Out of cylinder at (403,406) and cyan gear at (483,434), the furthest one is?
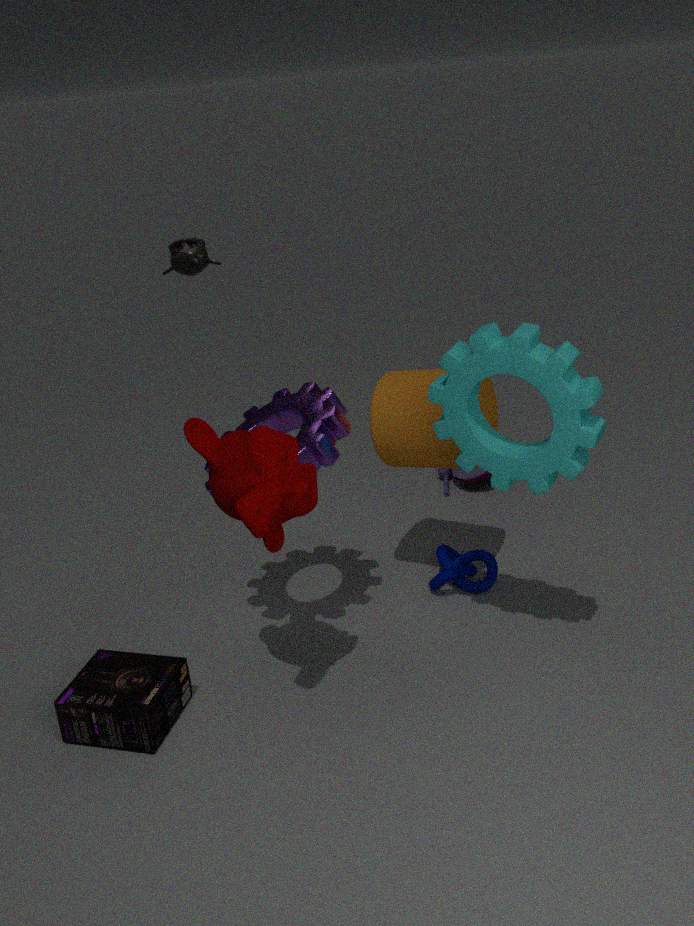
cylinder at (403,406)
